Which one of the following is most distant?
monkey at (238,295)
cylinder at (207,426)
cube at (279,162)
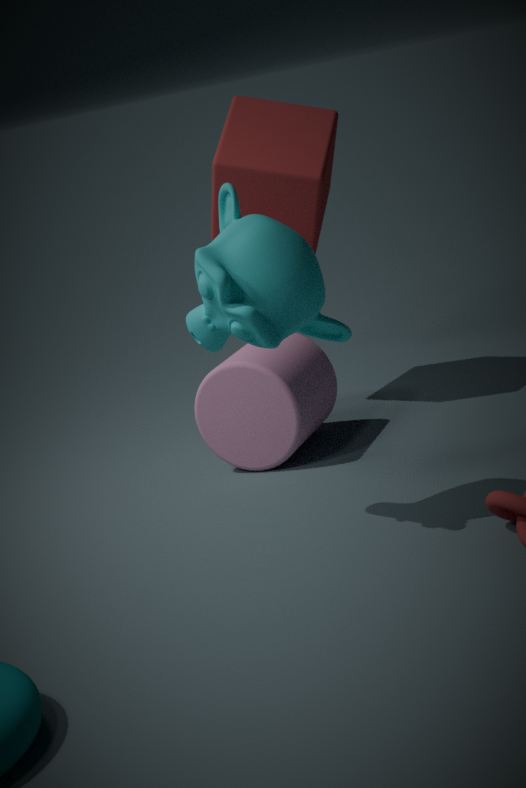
cube at (279,162)
